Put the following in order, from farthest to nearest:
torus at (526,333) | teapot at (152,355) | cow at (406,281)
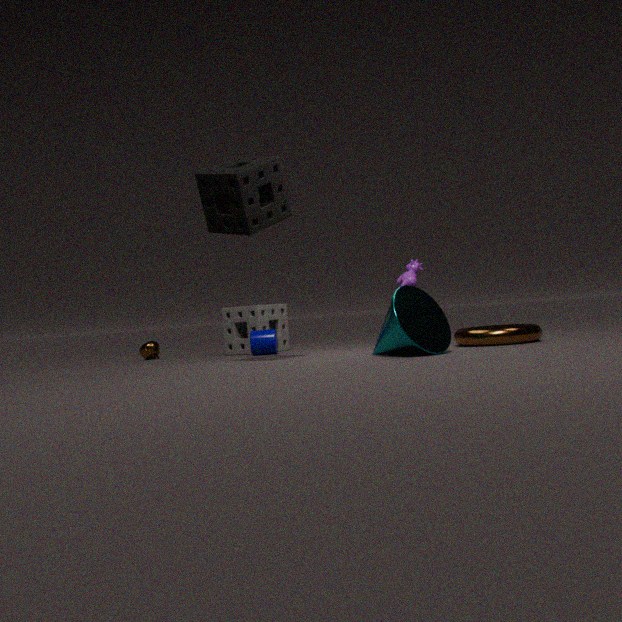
teapot at (152,355)
cow at (406,281)
torus at (526,333)
